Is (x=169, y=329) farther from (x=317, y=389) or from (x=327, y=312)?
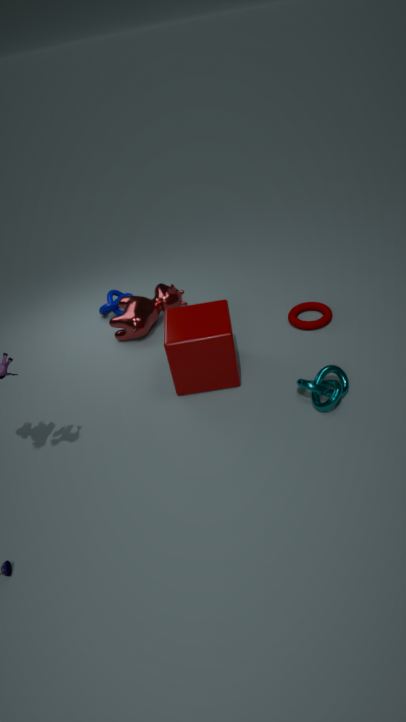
(x=327, y=312)
